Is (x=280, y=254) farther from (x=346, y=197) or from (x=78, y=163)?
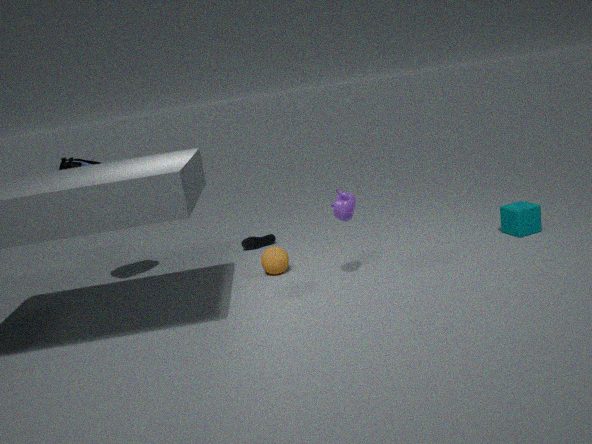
(x=78, y=163)
